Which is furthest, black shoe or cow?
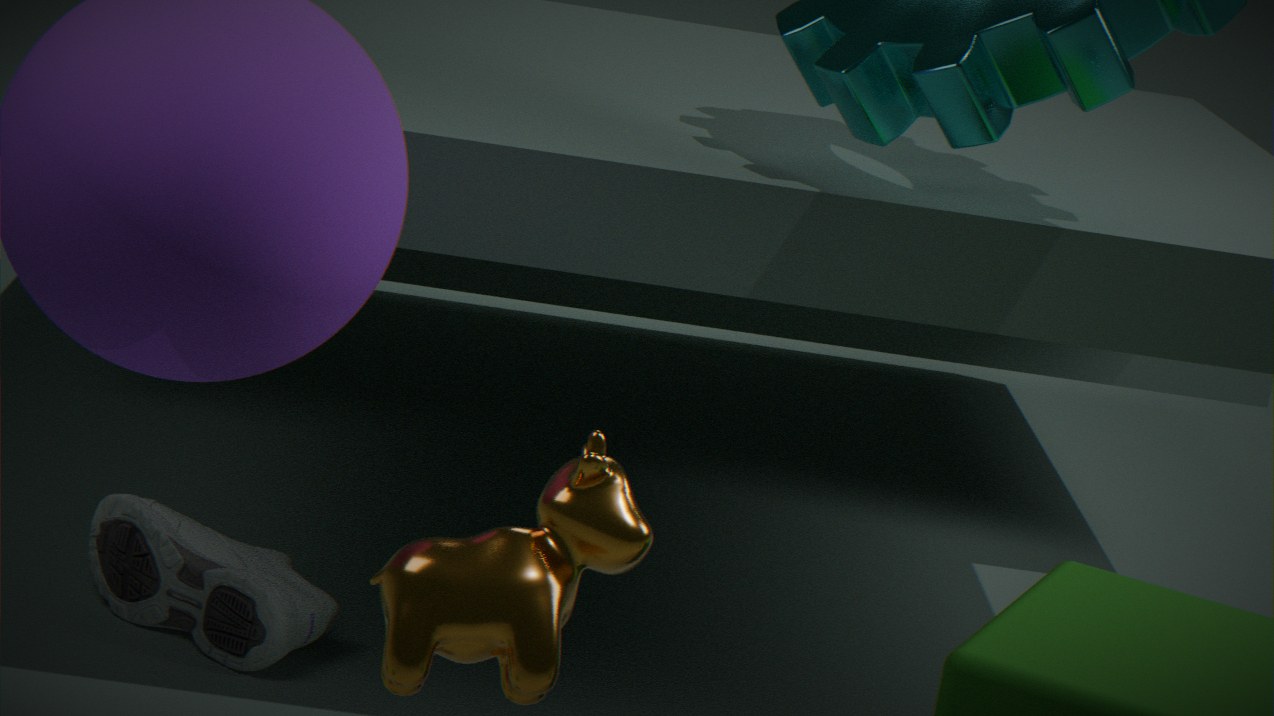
black shoe
